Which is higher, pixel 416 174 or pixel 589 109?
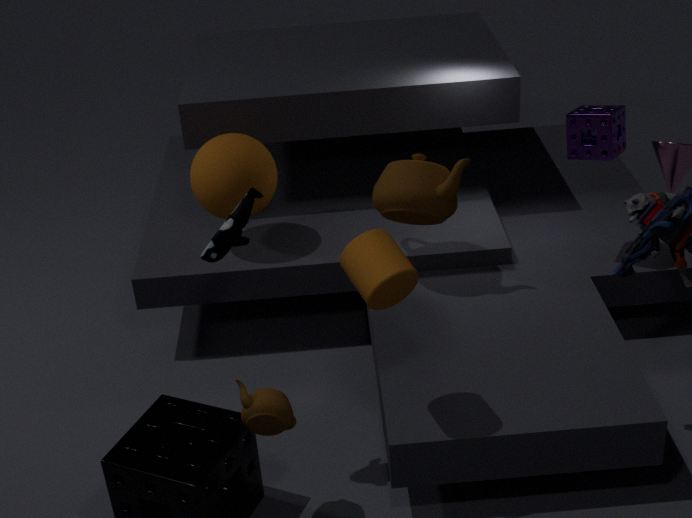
pixel 589 109
